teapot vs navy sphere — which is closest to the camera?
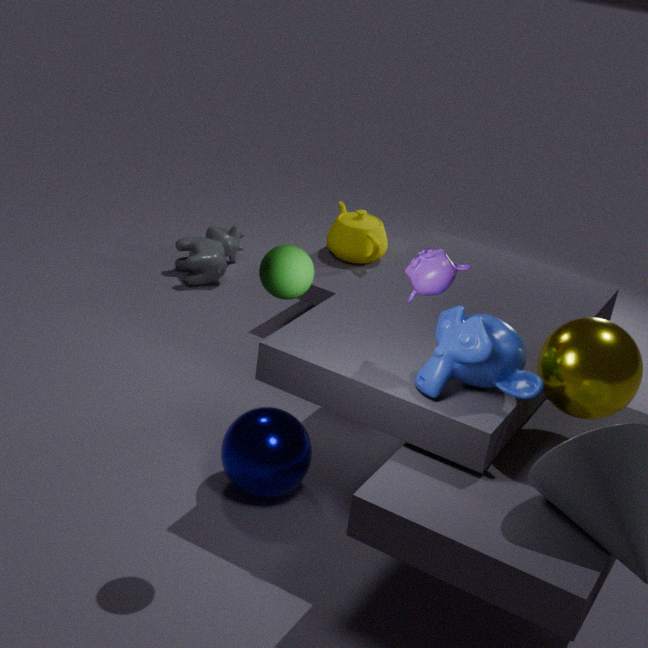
navy sphere
